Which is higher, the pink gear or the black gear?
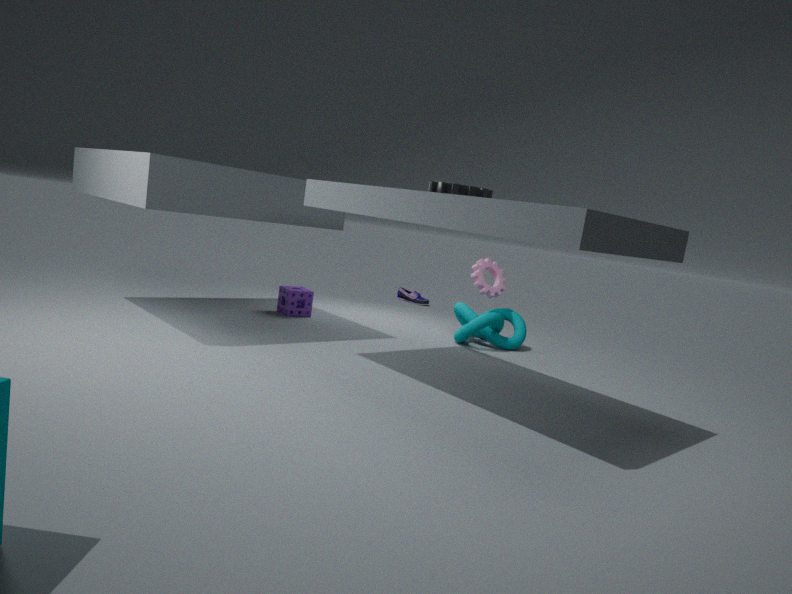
the black gear
